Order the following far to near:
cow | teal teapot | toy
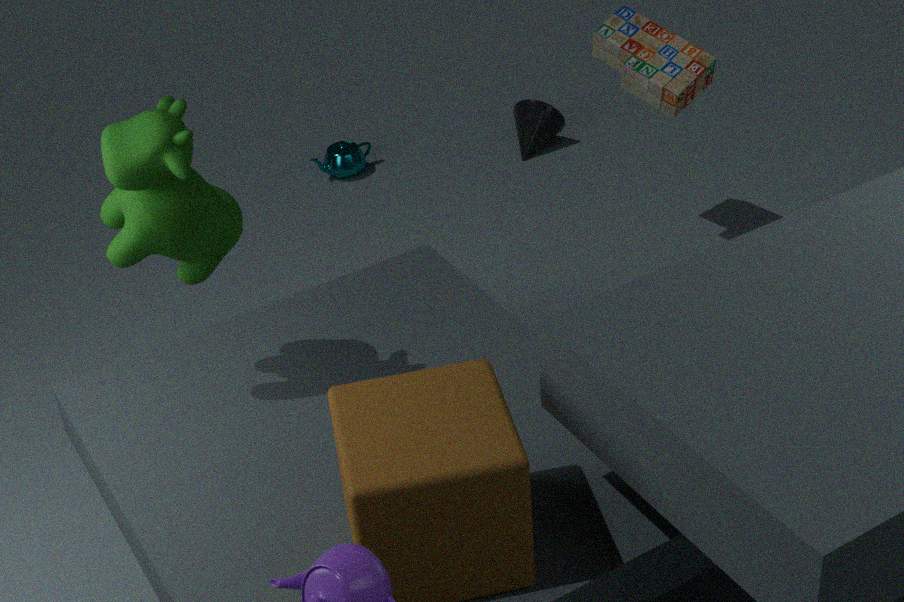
teal teapot → toy → cow
